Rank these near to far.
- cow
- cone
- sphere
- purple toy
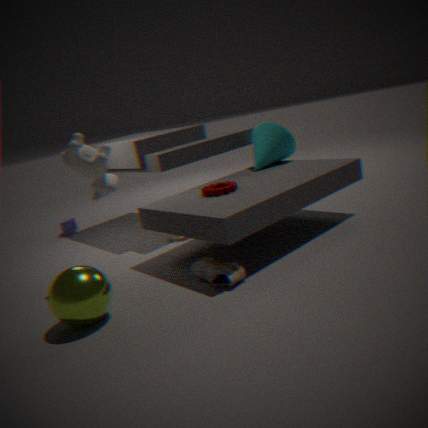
sphere < cow < cone < purple toy
